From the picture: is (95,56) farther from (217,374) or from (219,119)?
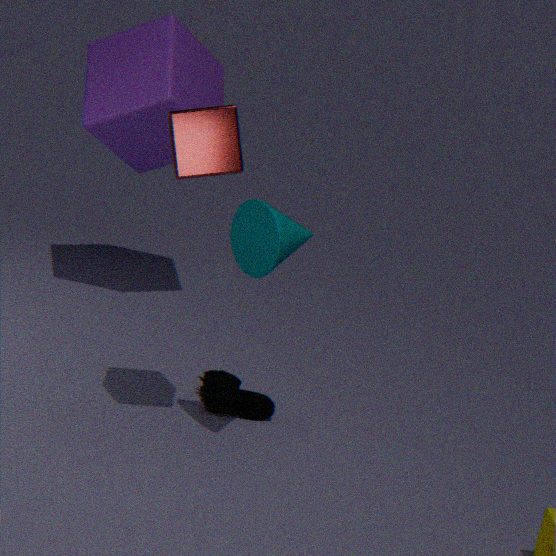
(219,119)
